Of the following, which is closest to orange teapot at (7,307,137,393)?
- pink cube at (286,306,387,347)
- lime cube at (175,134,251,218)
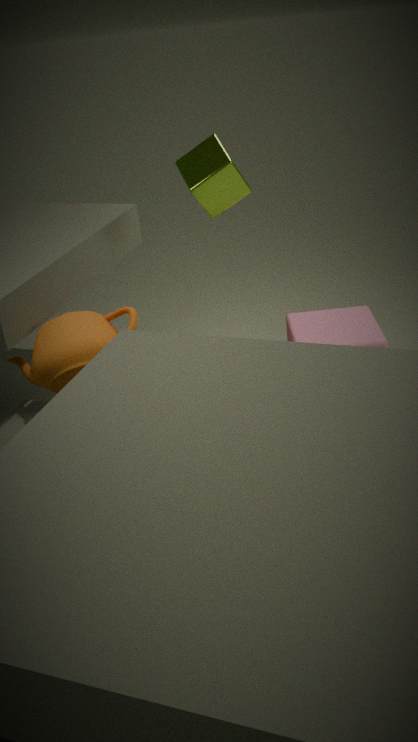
lime cube at (175,134,251,218)
